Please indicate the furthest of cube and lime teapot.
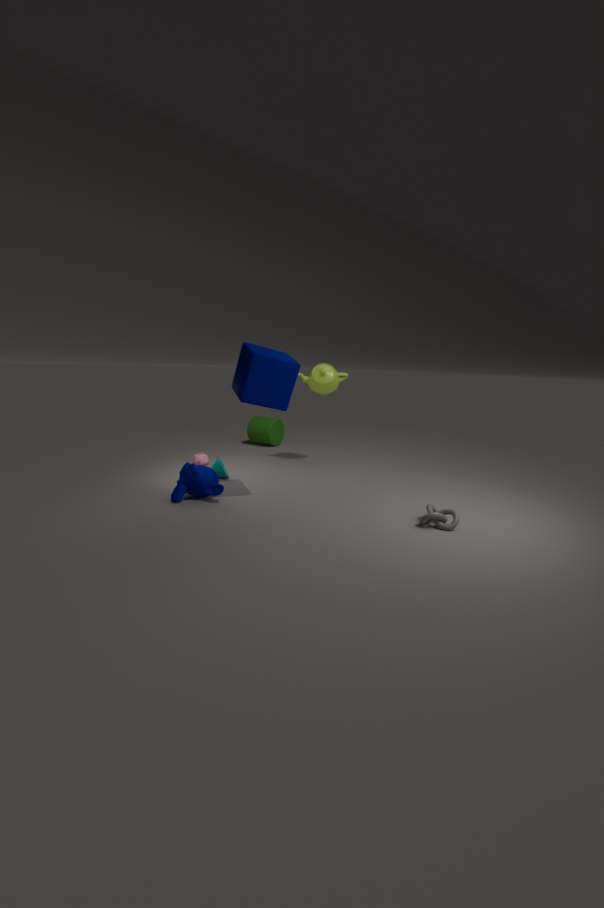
lime teapot
